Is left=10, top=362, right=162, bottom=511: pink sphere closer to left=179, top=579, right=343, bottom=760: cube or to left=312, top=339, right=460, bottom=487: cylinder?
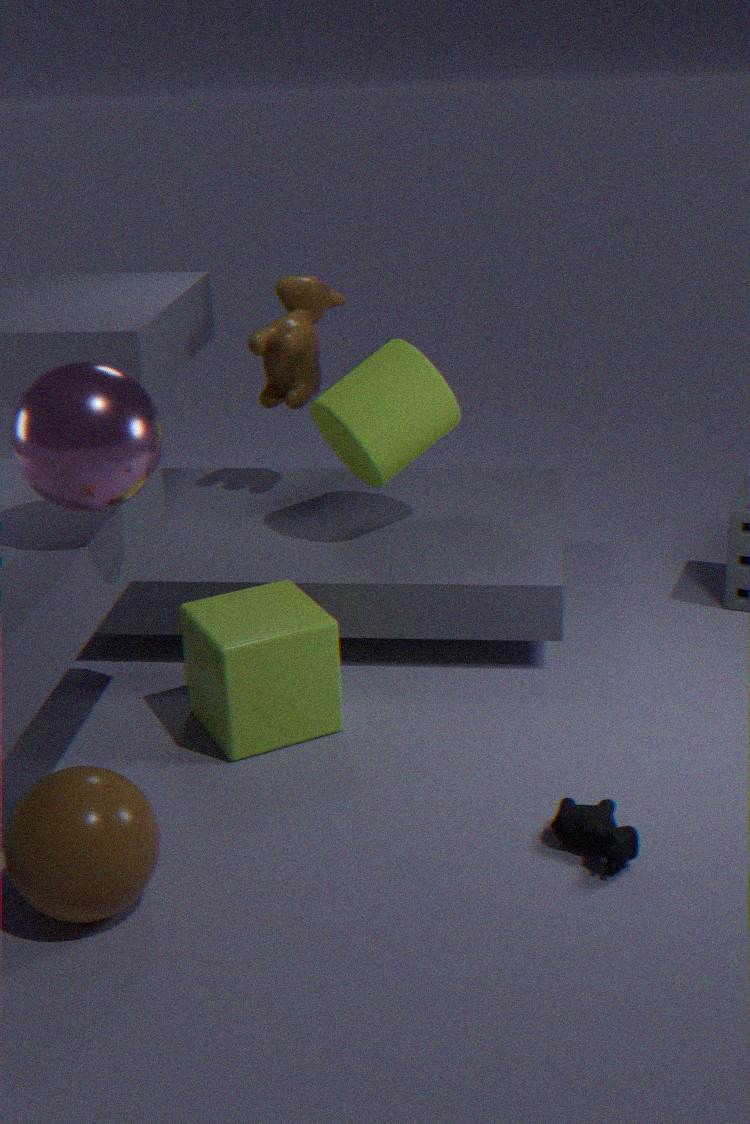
left=179, top=579, right=343, bottom=760: cube
